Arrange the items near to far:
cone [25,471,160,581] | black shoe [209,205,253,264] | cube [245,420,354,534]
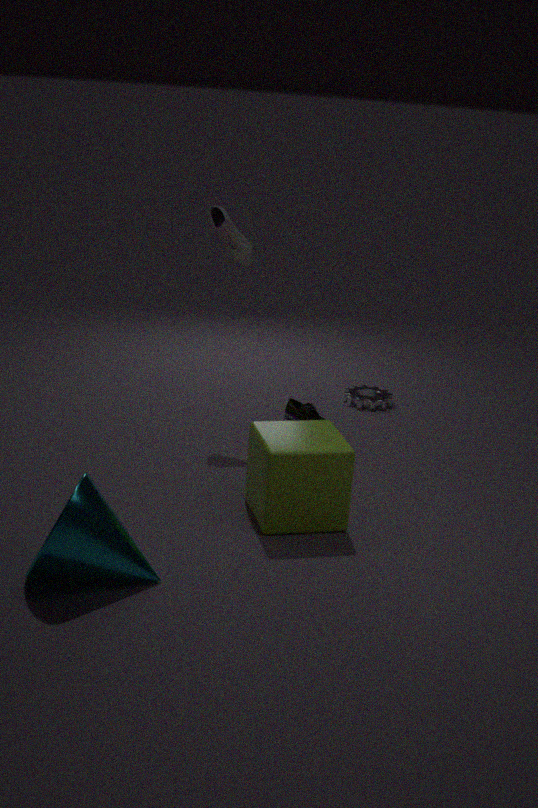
cone [25,471,160,581] < cube [245,420,354,534] < black shoe [209,205,253,264]
